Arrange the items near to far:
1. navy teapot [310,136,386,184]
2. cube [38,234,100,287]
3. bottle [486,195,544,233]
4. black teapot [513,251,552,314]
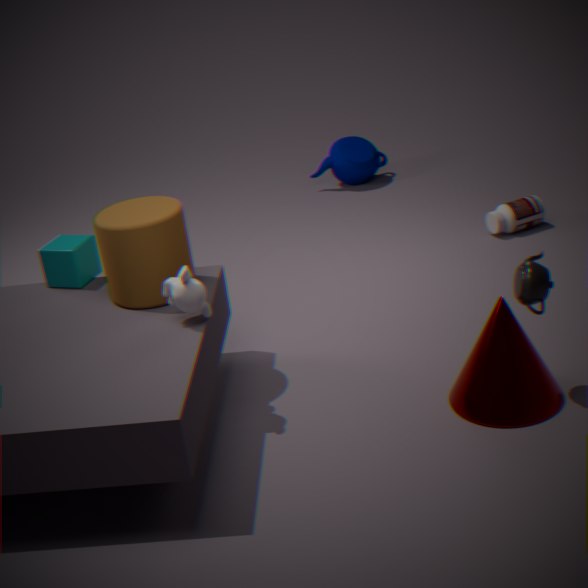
black teapot [513,251,552,314]
cube [38,234,100,287]
bottle [486,195,544,233]
navy teapot [310,136,386,184]
